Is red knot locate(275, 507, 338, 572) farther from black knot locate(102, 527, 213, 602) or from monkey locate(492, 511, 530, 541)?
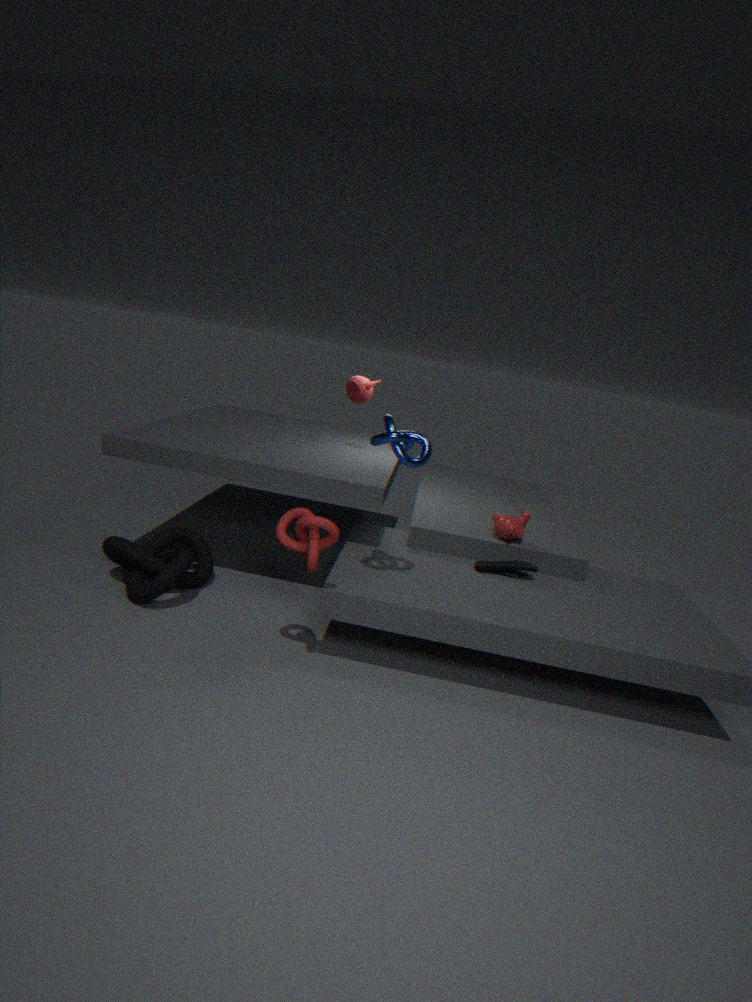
monkey locate(492, 511, 530, 541)
